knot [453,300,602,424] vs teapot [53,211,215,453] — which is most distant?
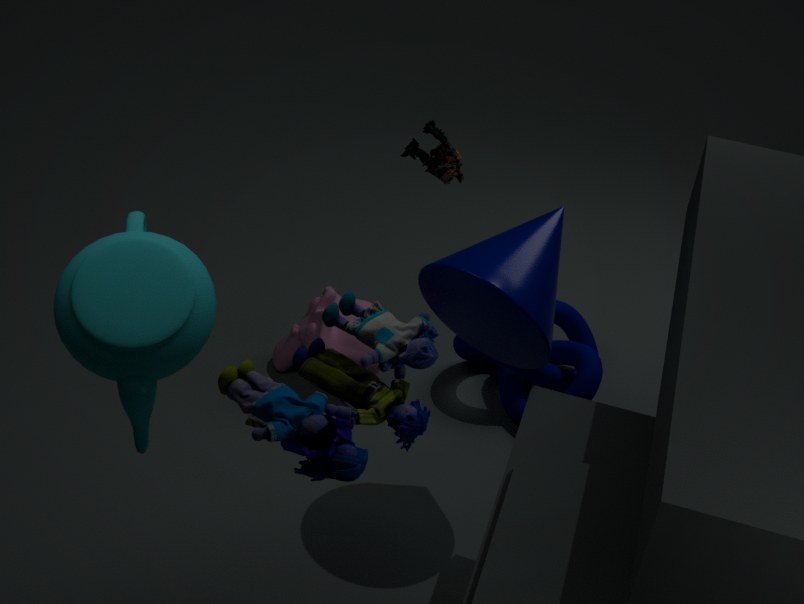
knot [453,300,602,424]
